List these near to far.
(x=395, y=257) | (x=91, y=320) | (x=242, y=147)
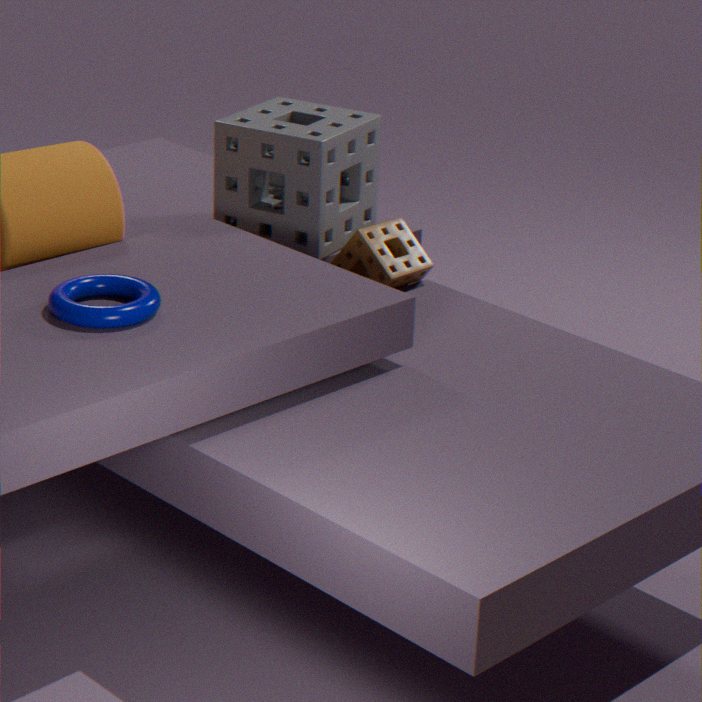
1. (x=91, y=320)
2. (x=242, y=147)
3. (x=395, y=257)
